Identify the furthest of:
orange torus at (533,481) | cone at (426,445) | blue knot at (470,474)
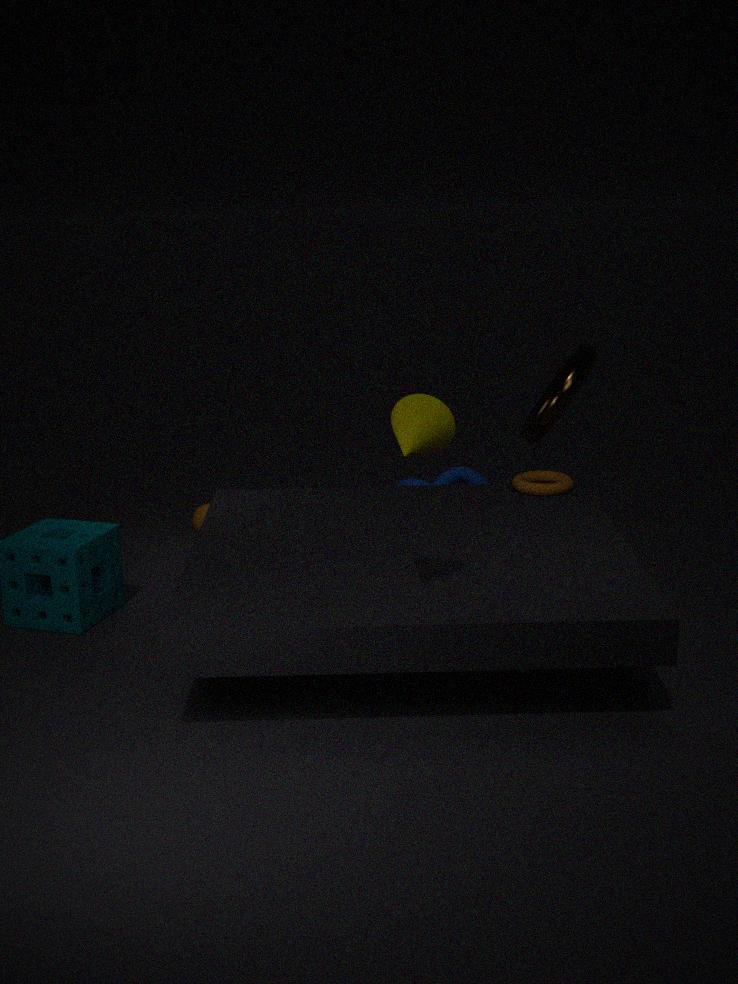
blue knot at (470,474)
